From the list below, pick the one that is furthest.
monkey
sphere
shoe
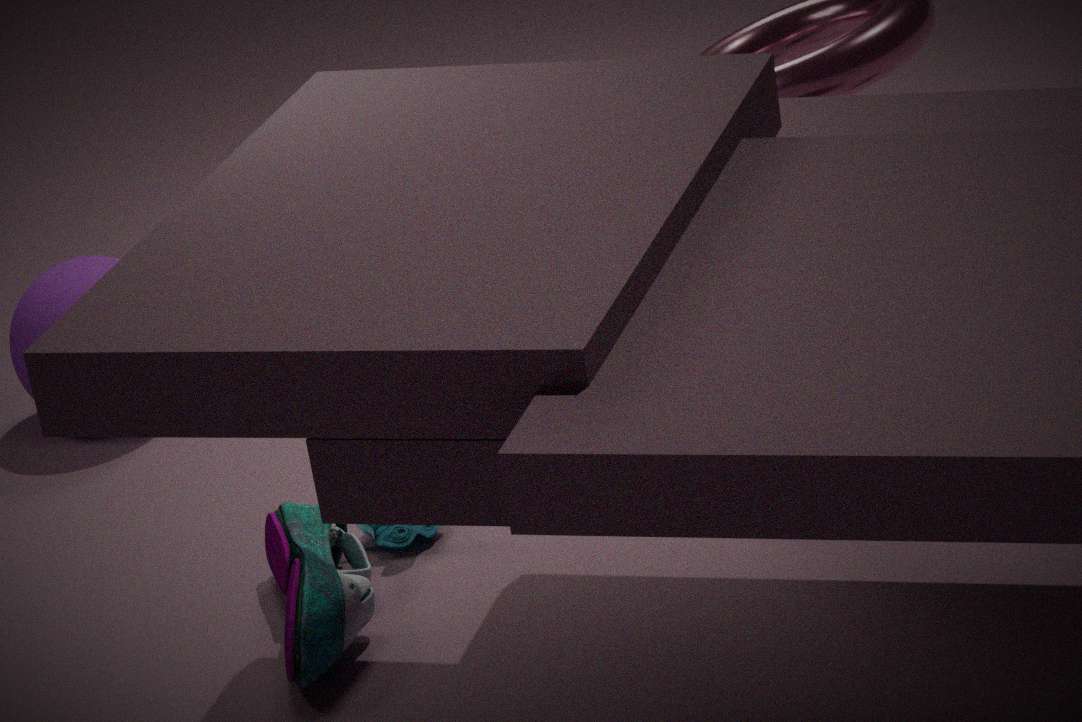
sphere
